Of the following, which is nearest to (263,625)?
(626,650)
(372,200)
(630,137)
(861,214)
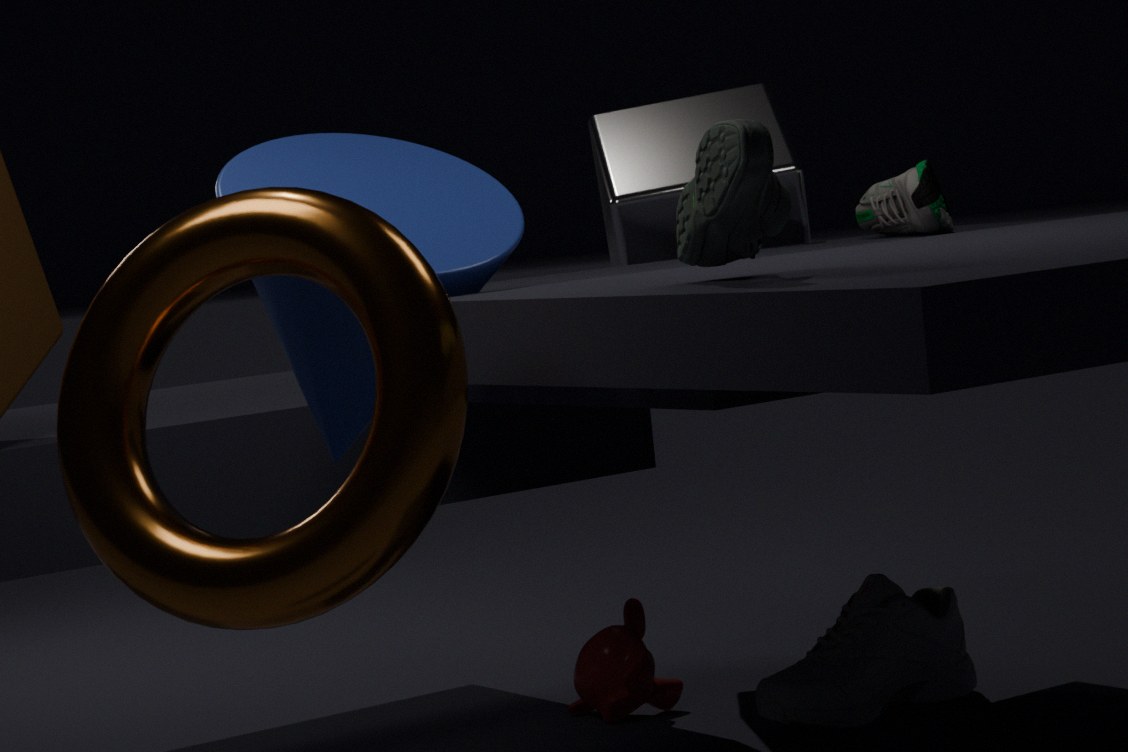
(372,200)
